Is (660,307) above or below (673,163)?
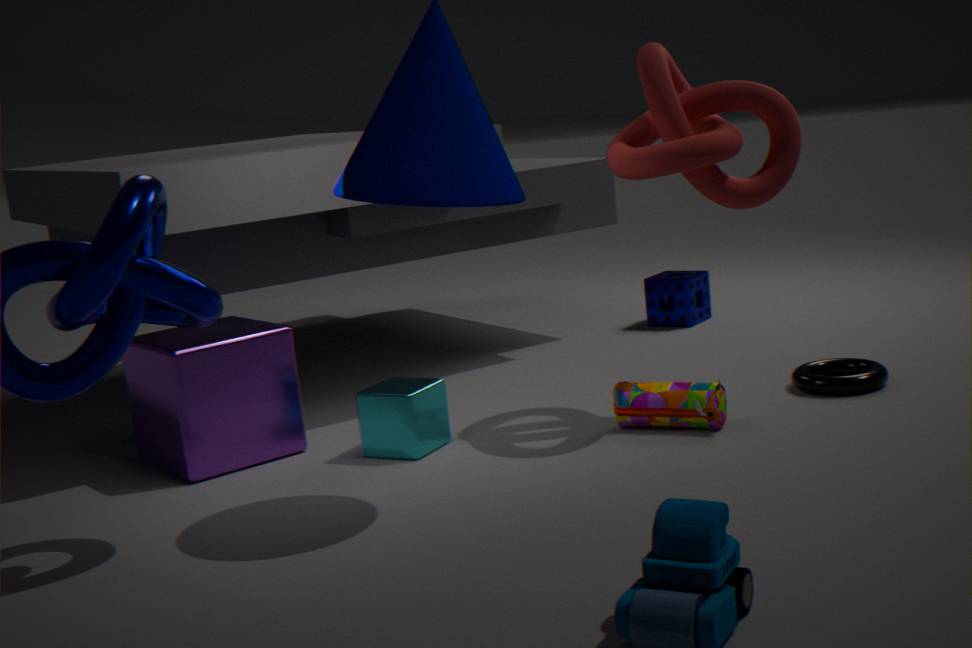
below
